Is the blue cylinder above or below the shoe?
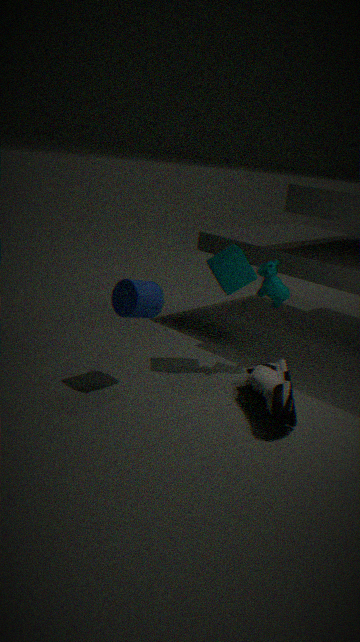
above
